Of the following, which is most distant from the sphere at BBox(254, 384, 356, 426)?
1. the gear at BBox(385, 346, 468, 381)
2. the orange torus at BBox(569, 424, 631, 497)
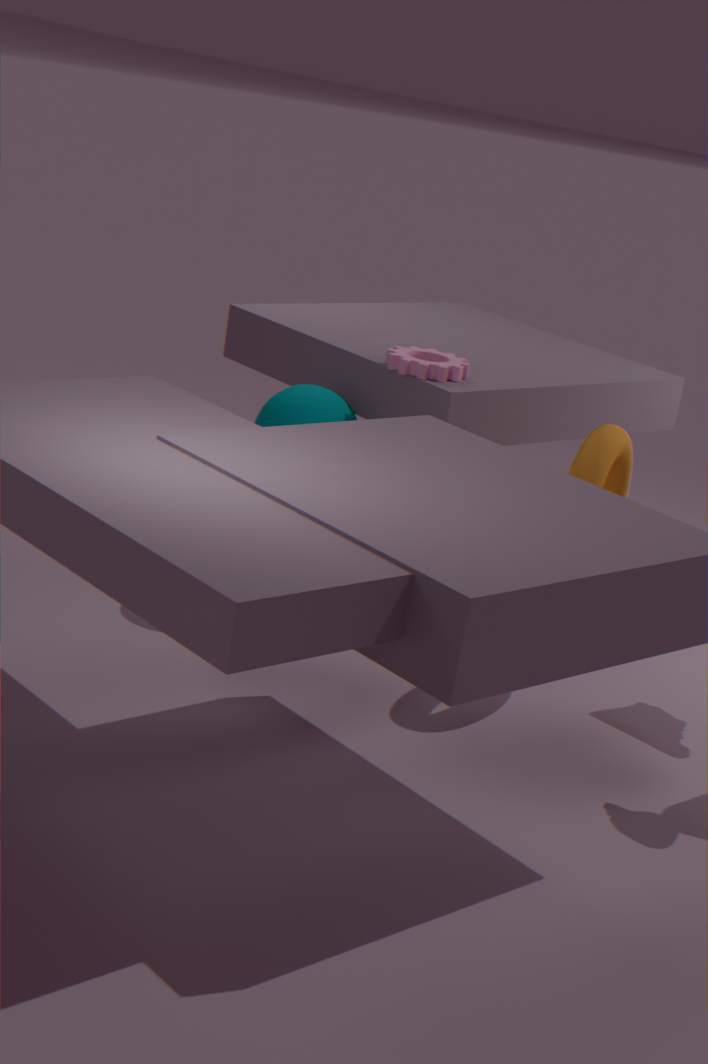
the orange torus at BBox(569, 424, 631, 497)
